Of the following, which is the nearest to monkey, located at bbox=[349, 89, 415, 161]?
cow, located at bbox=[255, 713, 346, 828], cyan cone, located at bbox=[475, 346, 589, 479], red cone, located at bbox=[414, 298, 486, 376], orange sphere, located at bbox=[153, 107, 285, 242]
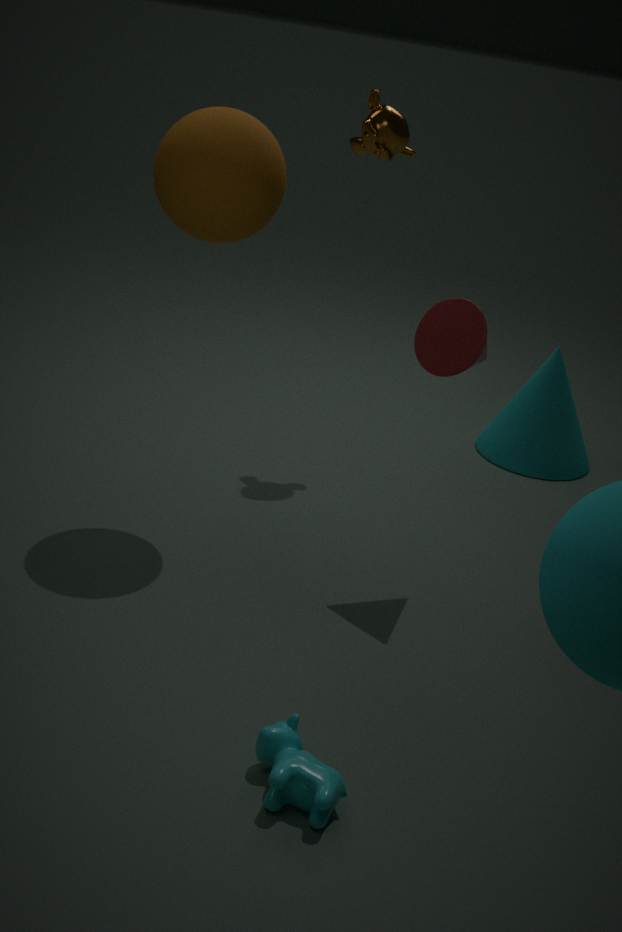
orange sphere, located at bbox=[153, 107, 285, 242]
